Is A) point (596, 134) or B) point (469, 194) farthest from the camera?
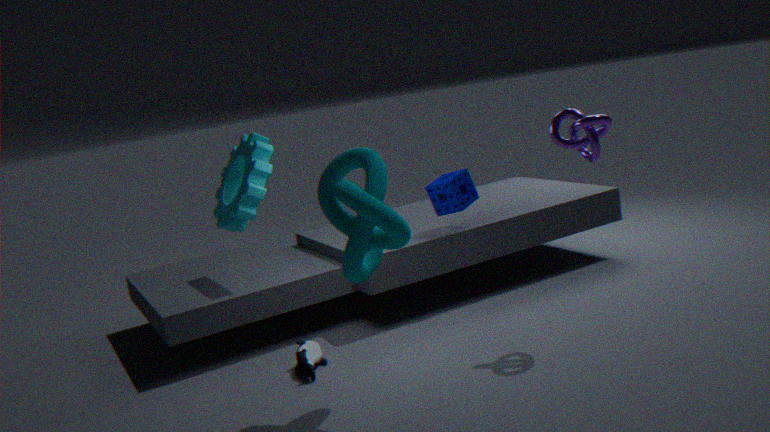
B. point (469, 194)
